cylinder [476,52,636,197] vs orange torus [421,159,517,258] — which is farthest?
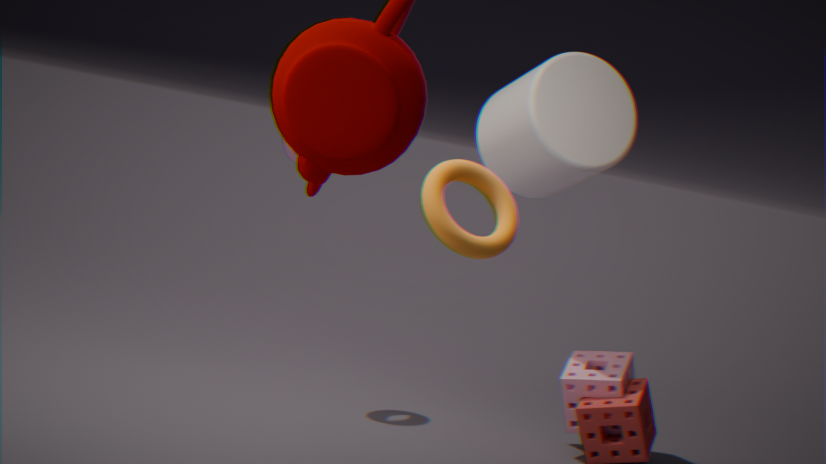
cylinder [476,52,636,197]
